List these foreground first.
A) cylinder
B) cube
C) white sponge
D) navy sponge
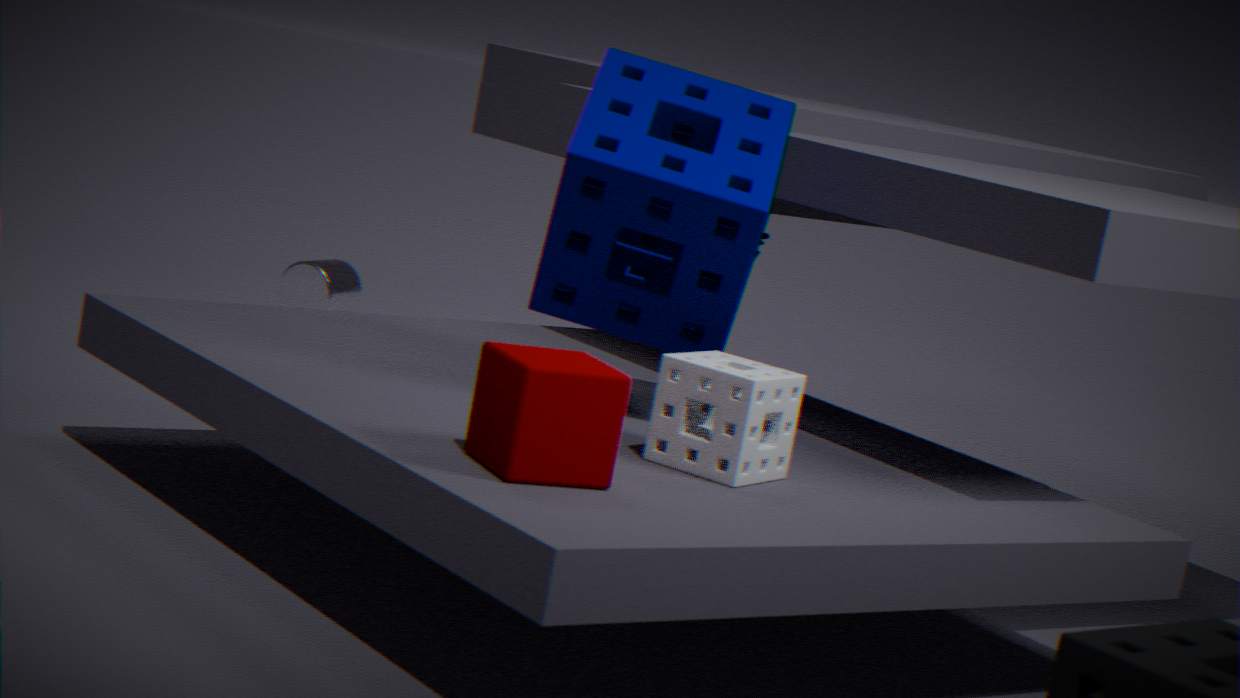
cube < white sponge < navy sponge < cylinder
